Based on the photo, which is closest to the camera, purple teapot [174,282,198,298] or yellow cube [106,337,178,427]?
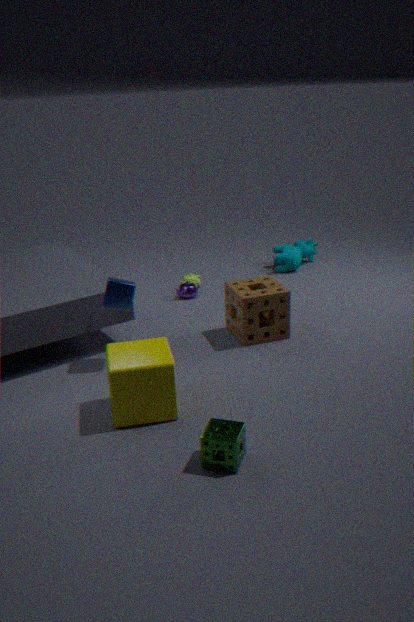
yellow cube [106,337,178,427]
